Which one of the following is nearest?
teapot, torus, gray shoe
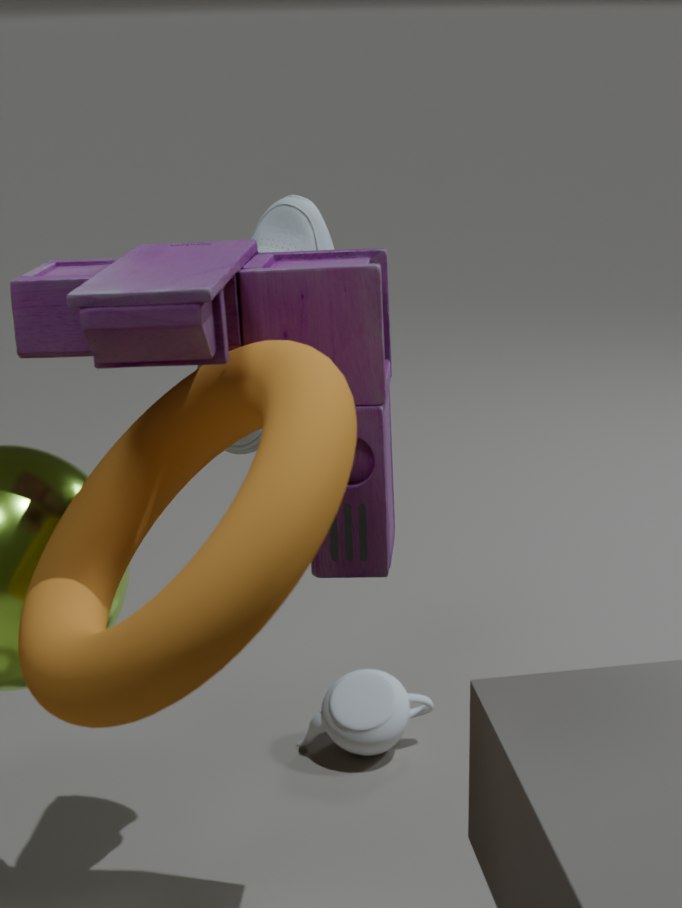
torus
